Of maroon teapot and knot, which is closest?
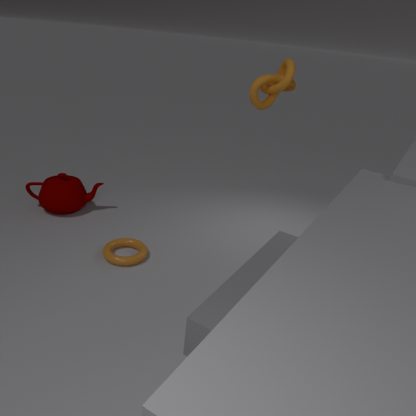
knot
